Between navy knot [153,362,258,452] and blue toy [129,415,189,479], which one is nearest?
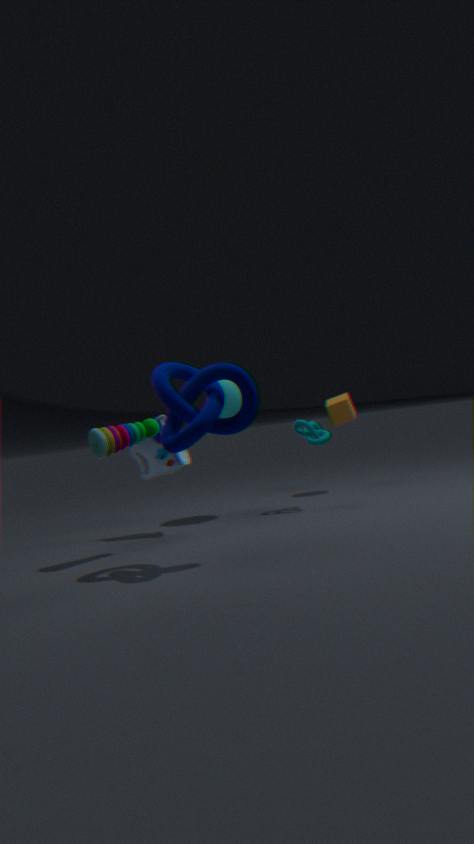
navy knot [153,362,258,452]
